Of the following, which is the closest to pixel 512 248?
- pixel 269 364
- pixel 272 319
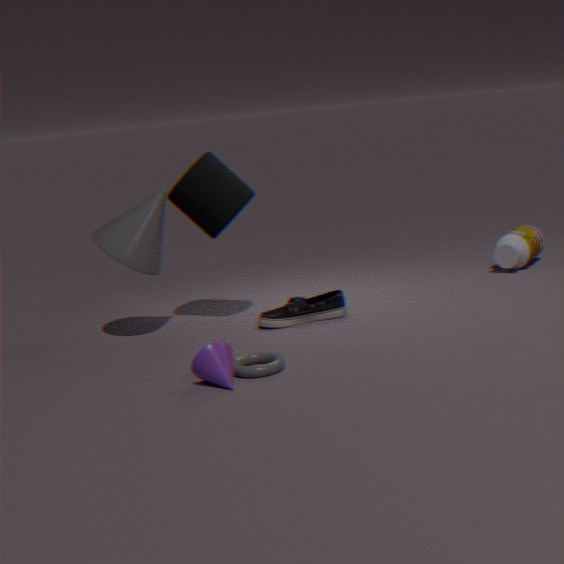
pixel 272 319
